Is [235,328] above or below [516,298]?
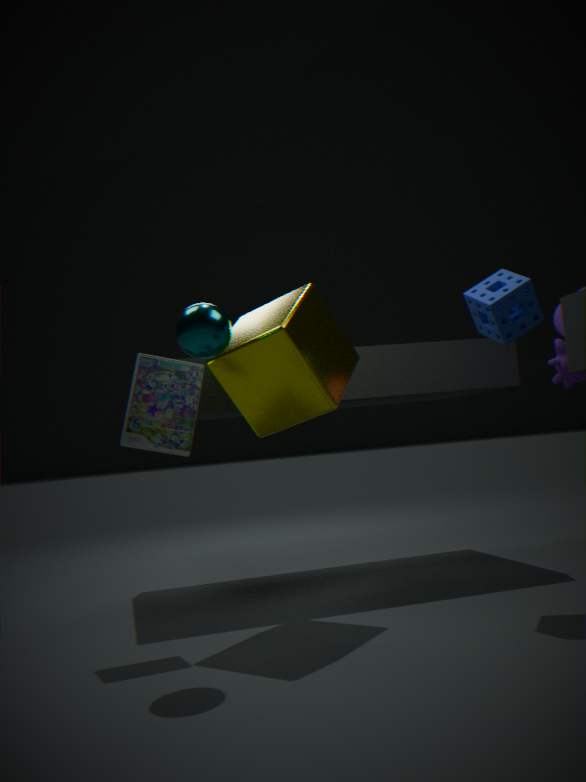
below
